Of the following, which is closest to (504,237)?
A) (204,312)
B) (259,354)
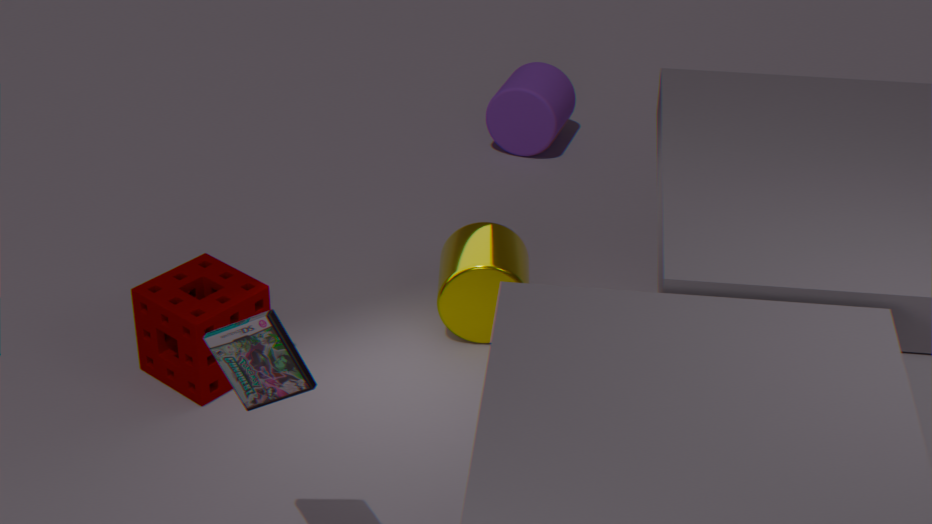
(204,312)
